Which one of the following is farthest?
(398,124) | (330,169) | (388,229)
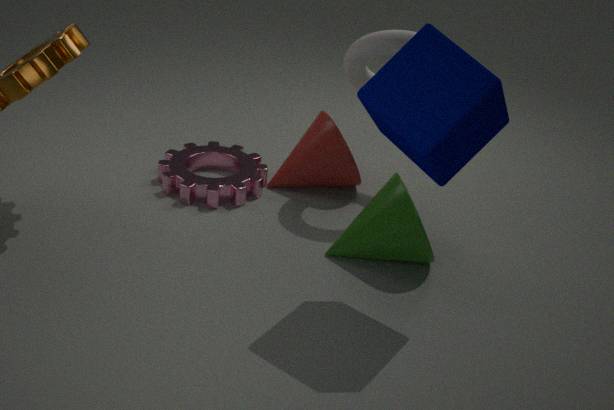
(330,169)
